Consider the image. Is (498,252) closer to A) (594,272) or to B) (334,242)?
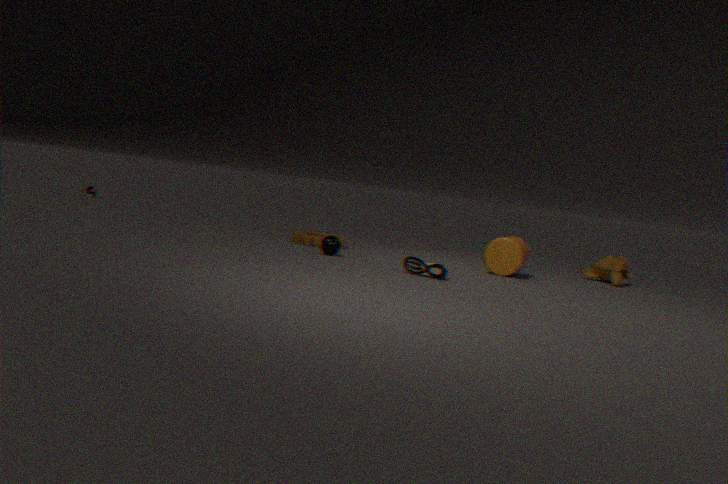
A) (594,272)
